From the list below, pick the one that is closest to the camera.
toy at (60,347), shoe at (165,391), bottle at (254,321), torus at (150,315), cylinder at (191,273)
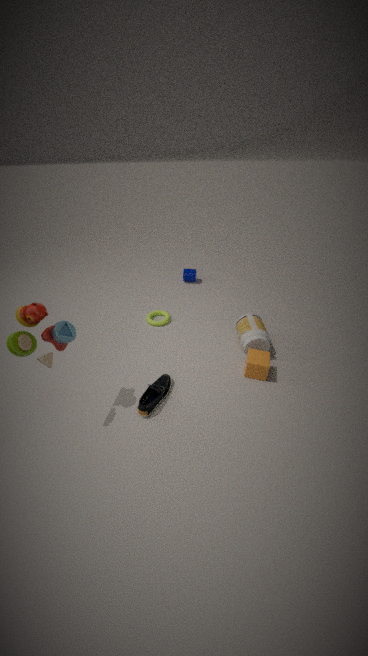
toy at (60,347)
